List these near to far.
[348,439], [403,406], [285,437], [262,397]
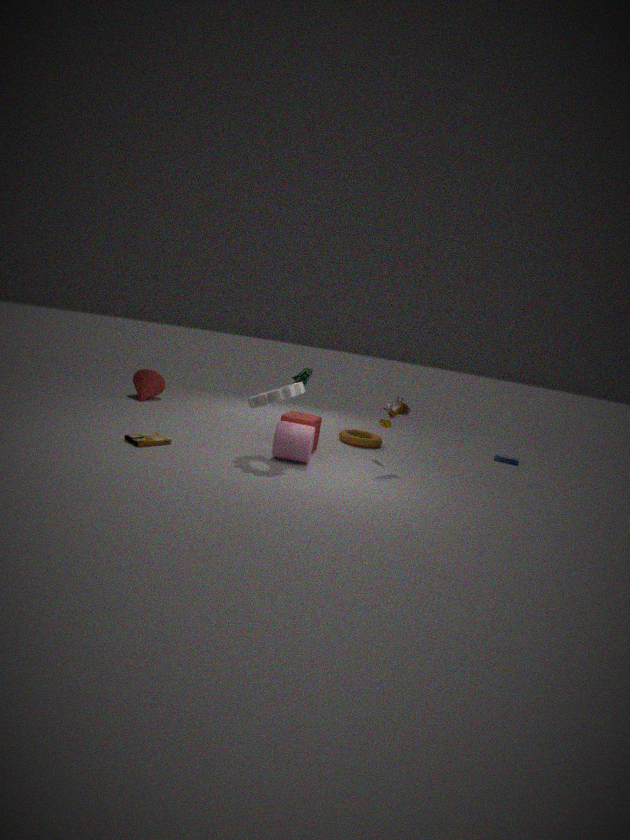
1. [262,397]
2. [285,437]
3. [403,406]
4. [348,439]
